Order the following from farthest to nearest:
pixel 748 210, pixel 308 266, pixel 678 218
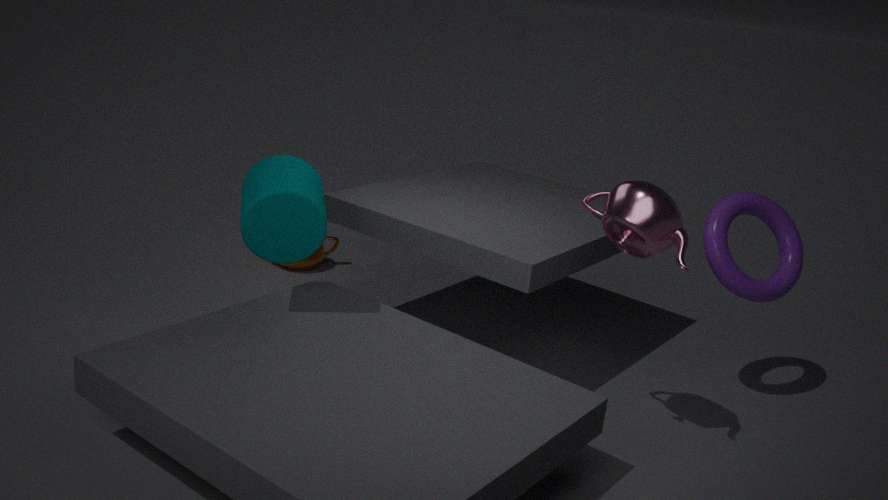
1. pixel 308 266
2. pixel 748 210
3. pixel 678 218
